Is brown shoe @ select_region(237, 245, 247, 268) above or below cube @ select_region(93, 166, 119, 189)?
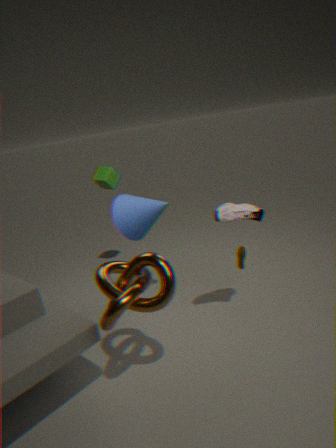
below
